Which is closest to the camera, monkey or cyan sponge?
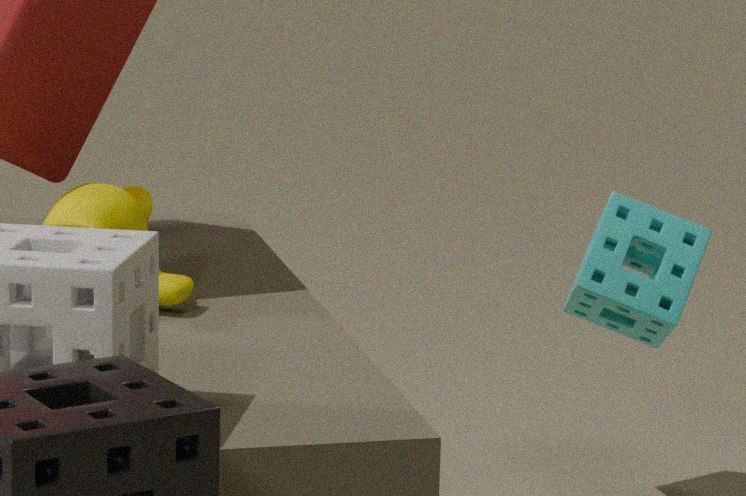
monkey
